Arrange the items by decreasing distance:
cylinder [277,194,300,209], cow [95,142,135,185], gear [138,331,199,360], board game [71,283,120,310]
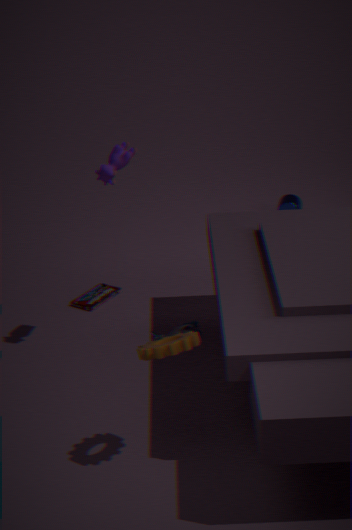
cylinder [277,194,300,209] < board game [71,283,120,310] < cow [95,142,135,185] < gear [138,331,199,360]
